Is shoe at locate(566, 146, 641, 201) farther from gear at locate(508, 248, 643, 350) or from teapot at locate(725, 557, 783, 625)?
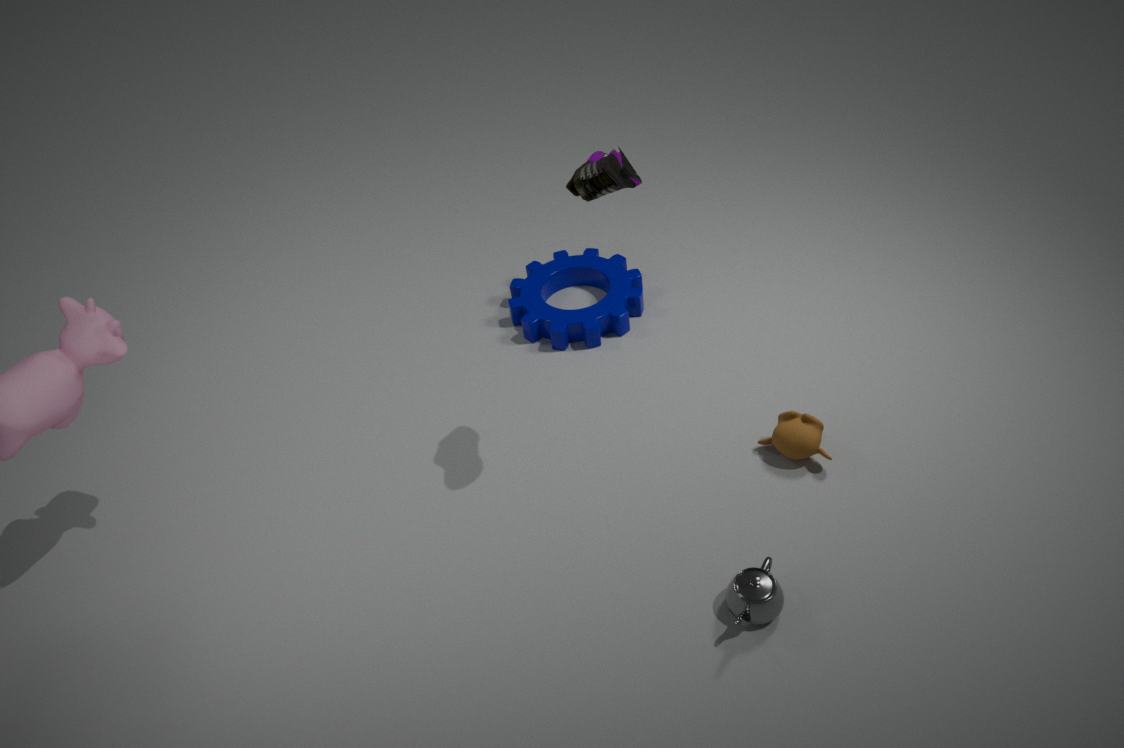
teapot at locate(725, 557, 783, 625)
